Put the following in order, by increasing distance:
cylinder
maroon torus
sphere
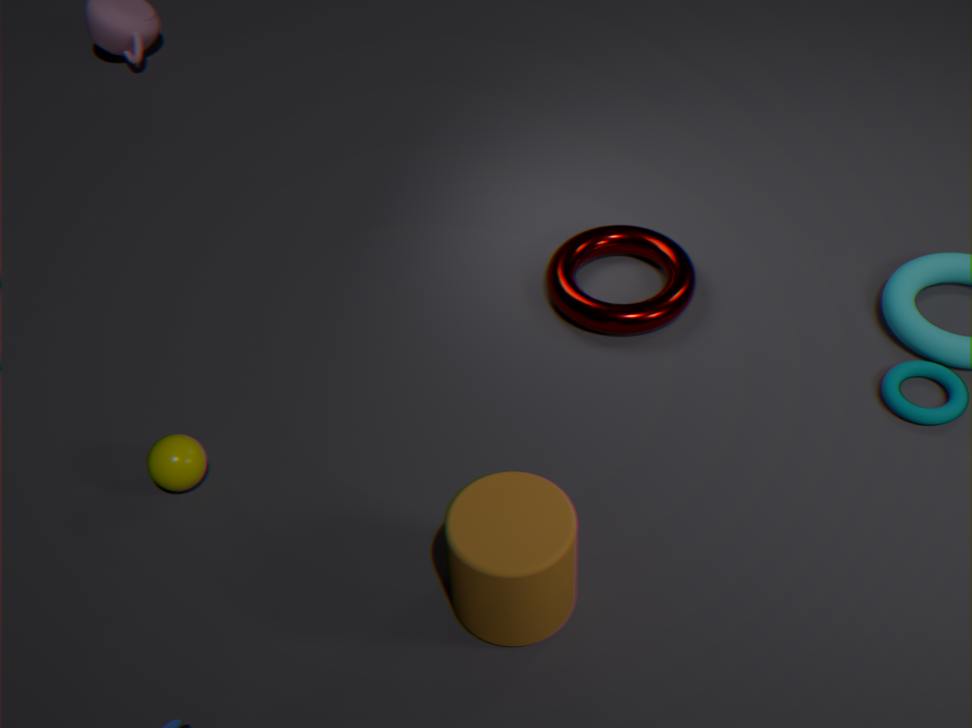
1. cylinder
2. sphere
3. maroon torus
